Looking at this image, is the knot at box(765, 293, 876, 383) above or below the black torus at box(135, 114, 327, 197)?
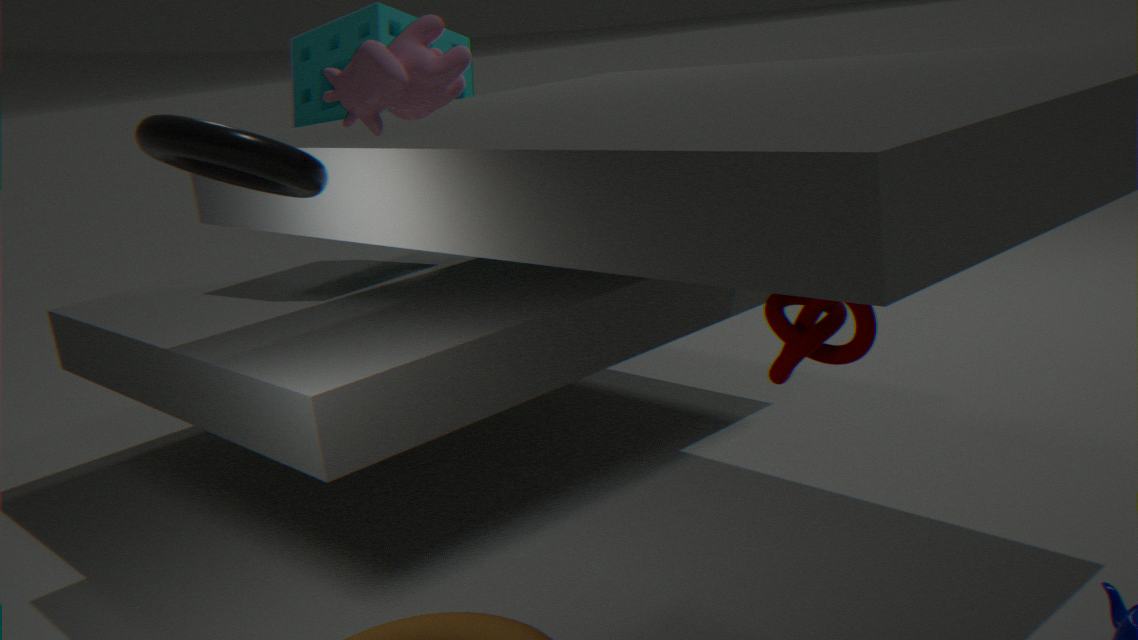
below
